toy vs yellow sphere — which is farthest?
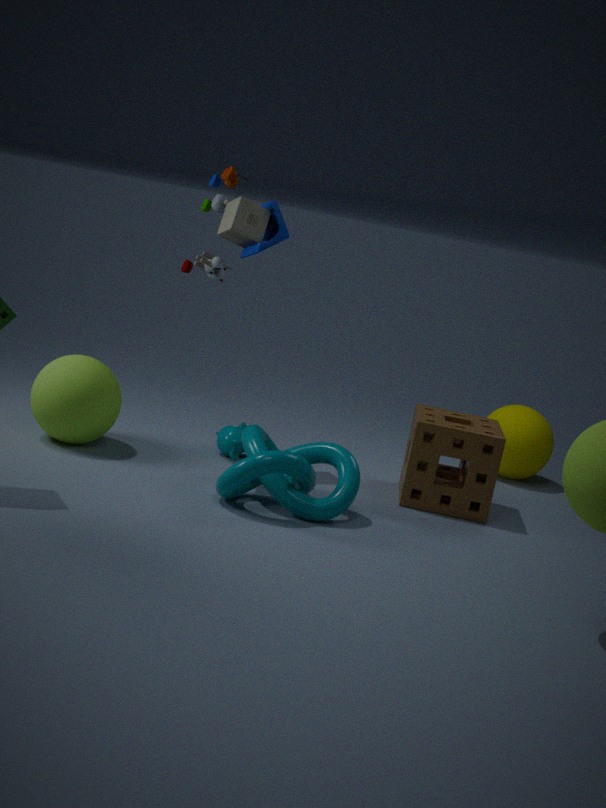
yellow sphere
